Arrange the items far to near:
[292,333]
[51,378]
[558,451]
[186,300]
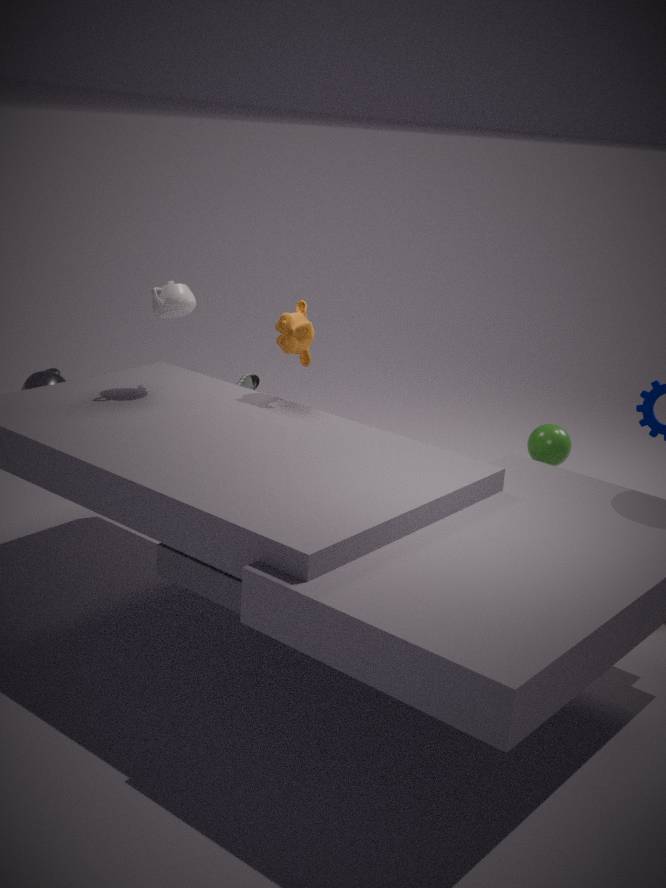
[51,378], [558,451], [292,333], [186,300]
